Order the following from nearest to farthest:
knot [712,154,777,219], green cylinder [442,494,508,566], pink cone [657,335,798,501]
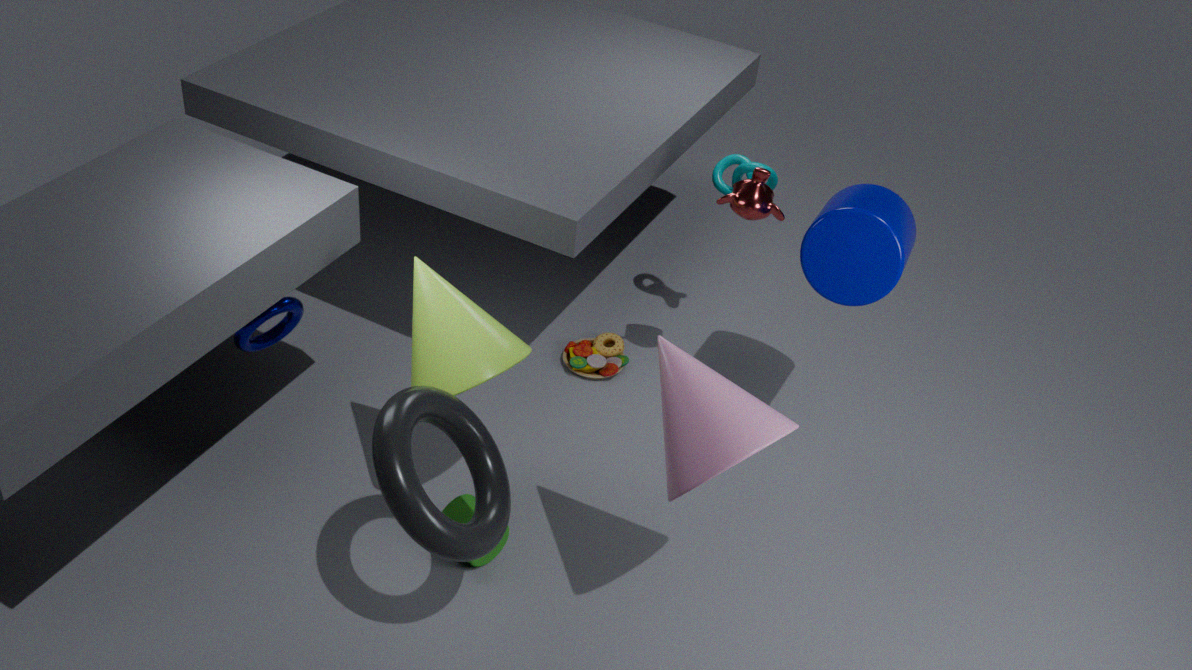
1. pink cone [657,335,798,501]
2. green cylinder [442,494,508,566]
3. knot [712,154,777,219]
